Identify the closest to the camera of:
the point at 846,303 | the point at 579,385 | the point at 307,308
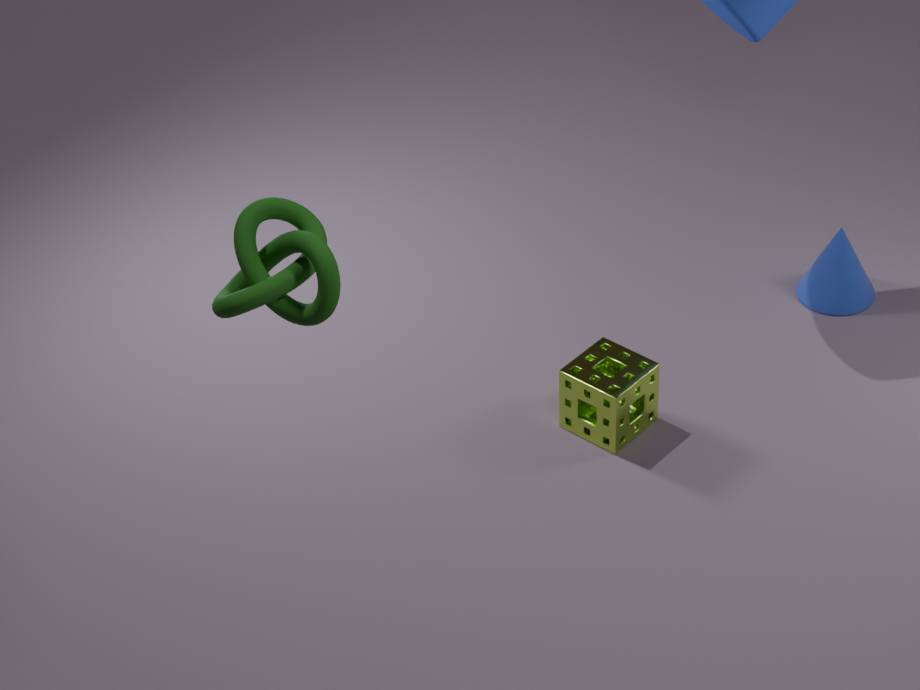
the point at 307,308
